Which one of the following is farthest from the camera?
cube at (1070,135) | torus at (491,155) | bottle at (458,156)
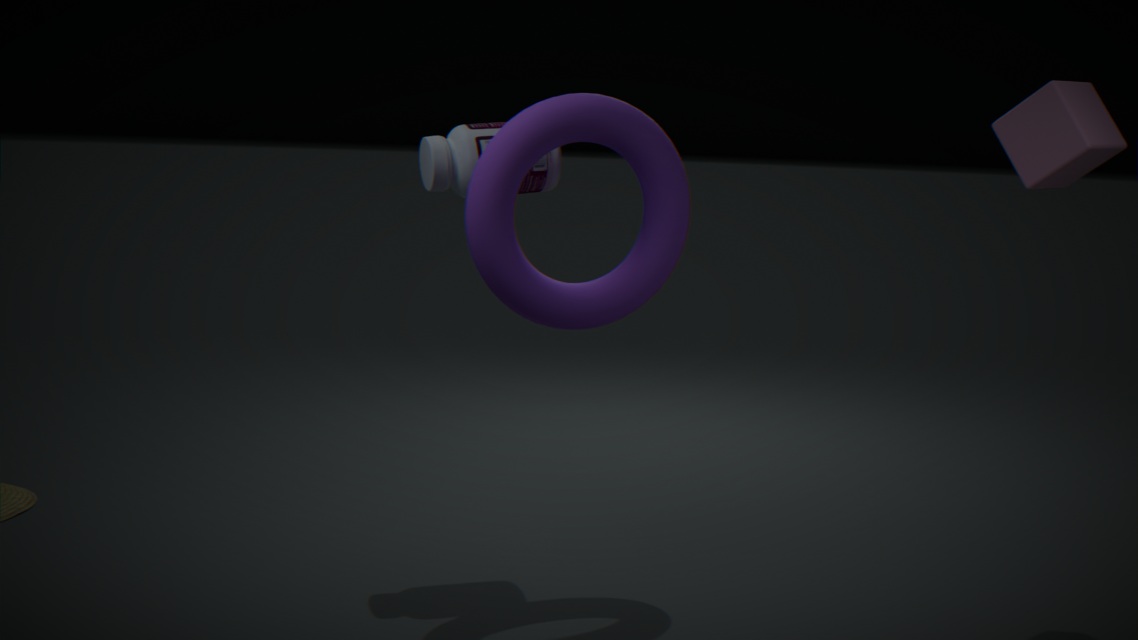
bottle at (458,156)
